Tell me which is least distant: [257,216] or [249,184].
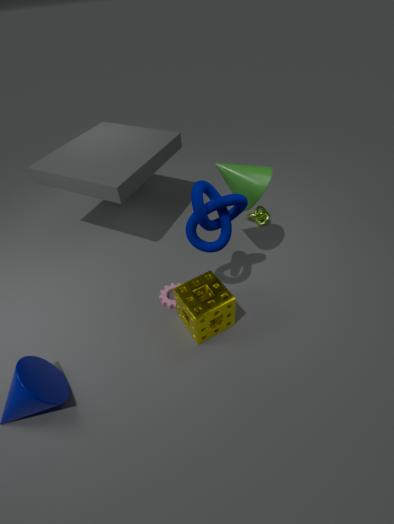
[249,184]
